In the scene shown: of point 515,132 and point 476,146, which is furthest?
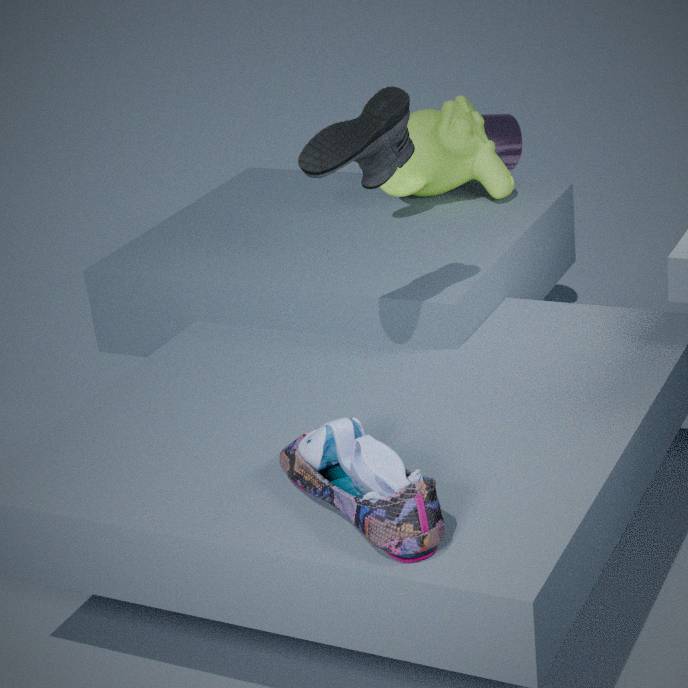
point 515,132
